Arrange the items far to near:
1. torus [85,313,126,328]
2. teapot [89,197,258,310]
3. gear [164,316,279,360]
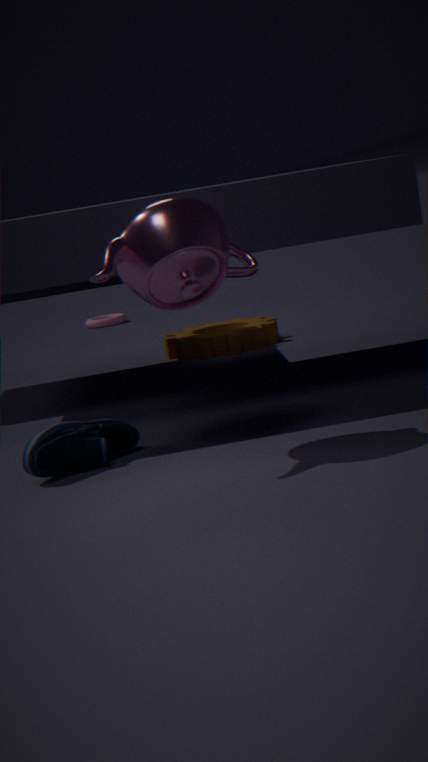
torus [85,313,126,328], gear [164,316,279,360], teapot [89,197,258,310]
